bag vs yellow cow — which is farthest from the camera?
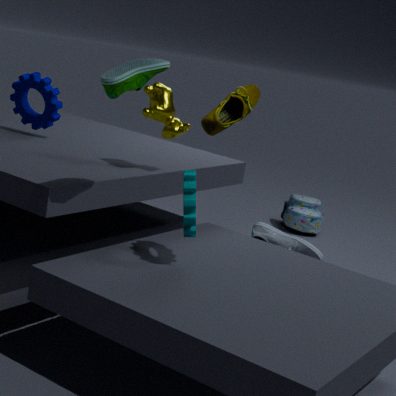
bag
